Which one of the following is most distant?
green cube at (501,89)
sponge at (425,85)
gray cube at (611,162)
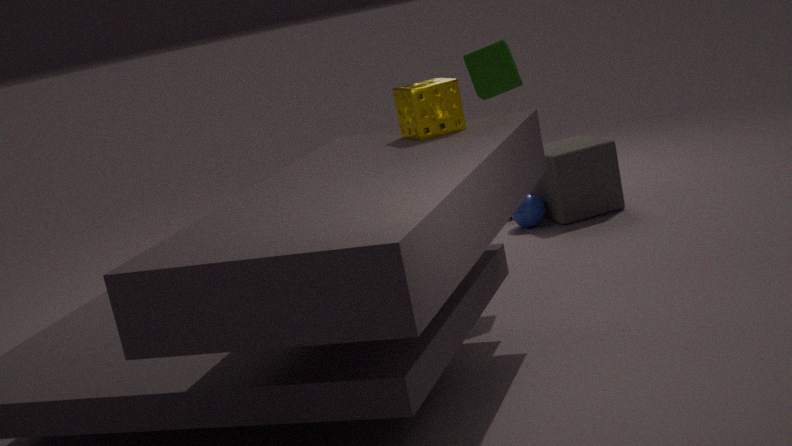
gray cube at (611,162)
